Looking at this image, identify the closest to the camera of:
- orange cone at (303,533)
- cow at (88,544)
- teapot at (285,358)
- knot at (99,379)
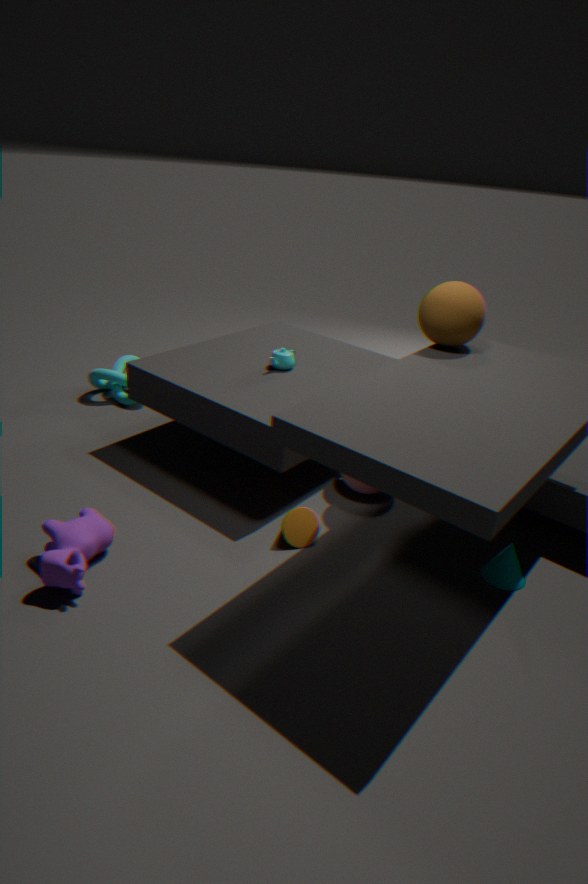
cow at (88,544)
